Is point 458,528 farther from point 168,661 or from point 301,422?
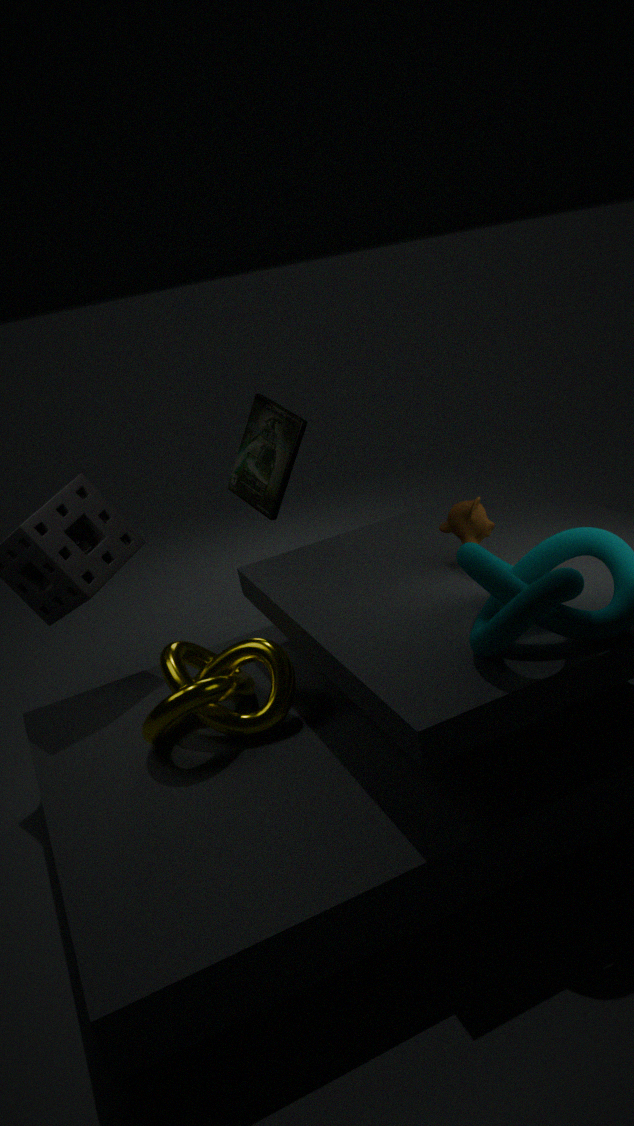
point 301,422
